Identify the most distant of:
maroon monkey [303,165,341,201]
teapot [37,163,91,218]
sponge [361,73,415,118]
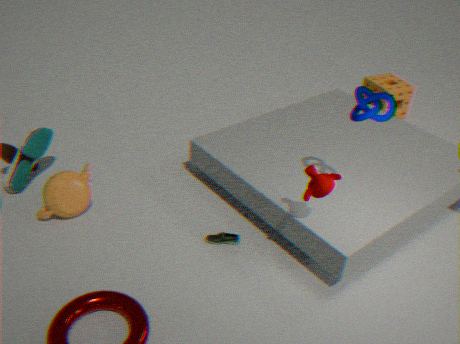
sponge [361,73,415,118]
